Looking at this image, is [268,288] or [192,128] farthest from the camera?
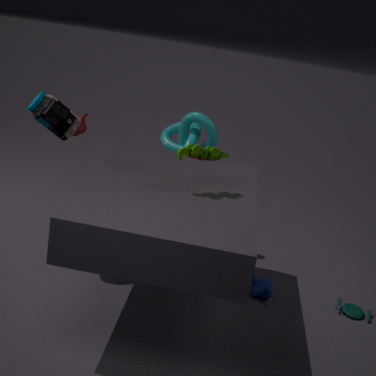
[192,128]
